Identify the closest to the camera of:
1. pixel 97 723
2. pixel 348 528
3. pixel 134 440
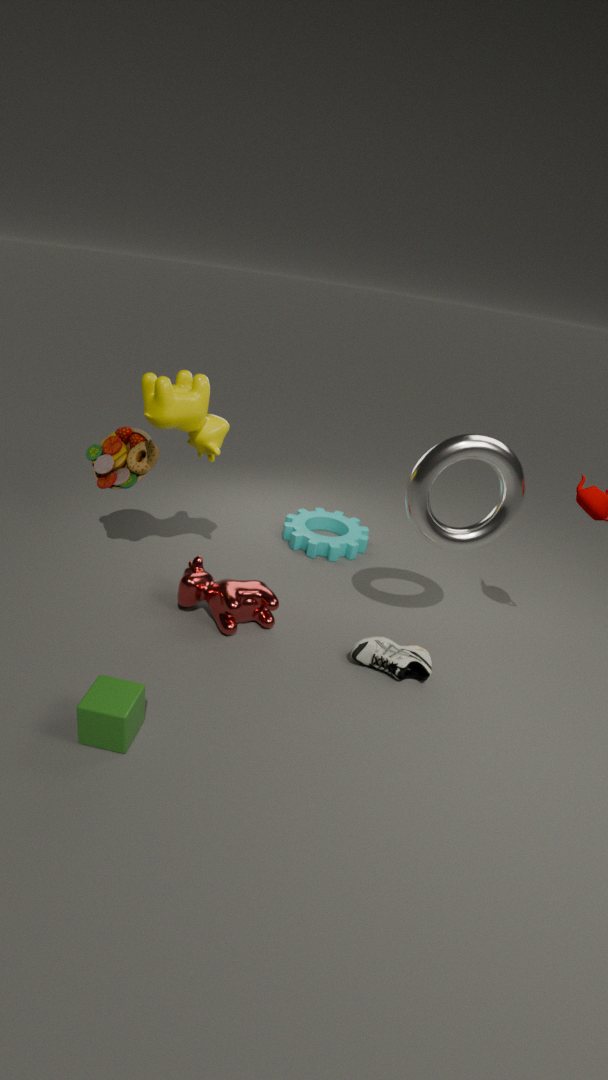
pixel 97 723
